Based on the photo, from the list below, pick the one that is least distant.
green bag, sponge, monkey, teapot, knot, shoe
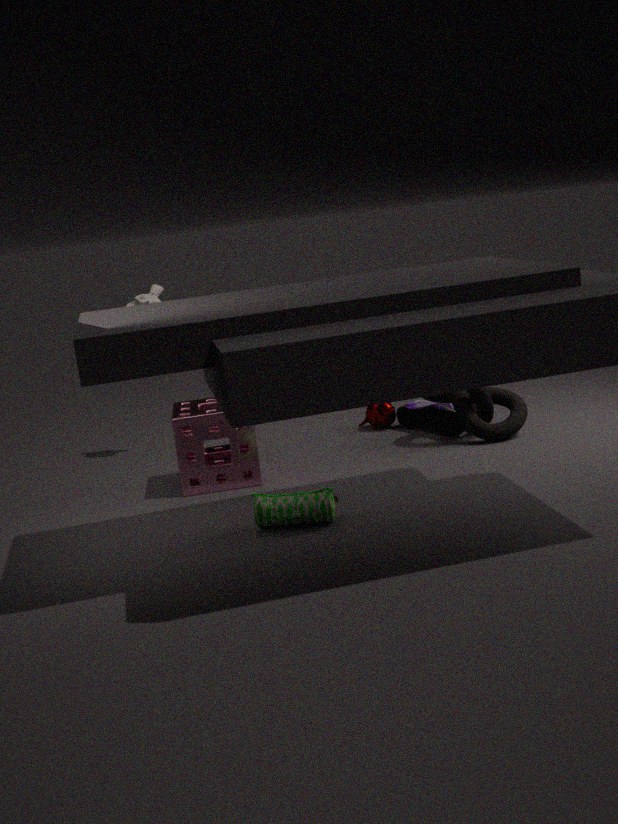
green bag
